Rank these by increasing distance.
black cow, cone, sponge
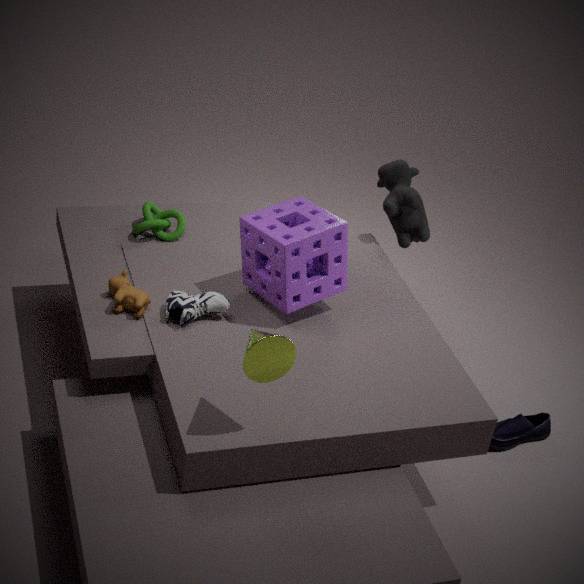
cone → sponge → black cow
